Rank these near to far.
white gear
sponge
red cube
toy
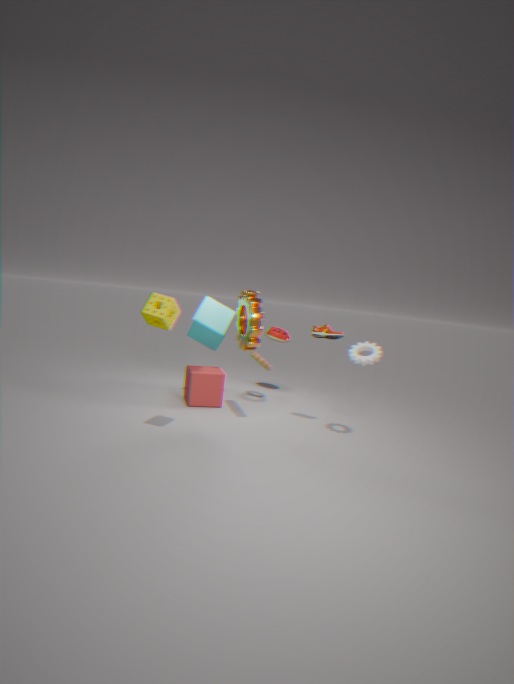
sponge
white gear
red cube
toy
